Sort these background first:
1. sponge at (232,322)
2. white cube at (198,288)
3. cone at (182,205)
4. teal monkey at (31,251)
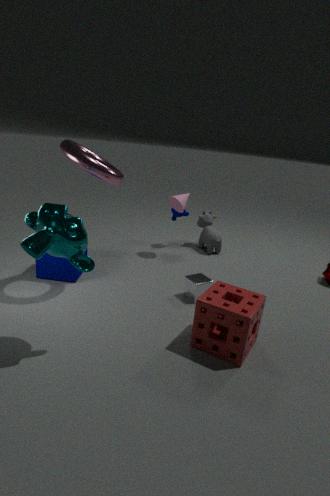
cone at (182,205), white cube at (198,288), sponge at (232,322), teal monkey at (31,251)
